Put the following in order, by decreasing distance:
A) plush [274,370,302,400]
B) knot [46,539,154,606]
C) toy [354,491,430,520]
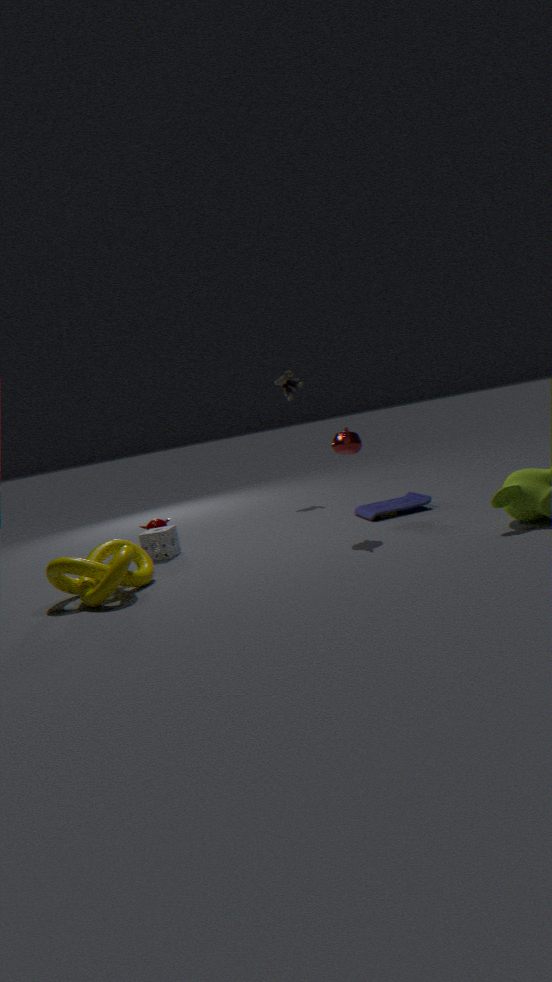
plush [274,370,302,400] < toy [354,491,430,520] < knot [46,539,154,606]
